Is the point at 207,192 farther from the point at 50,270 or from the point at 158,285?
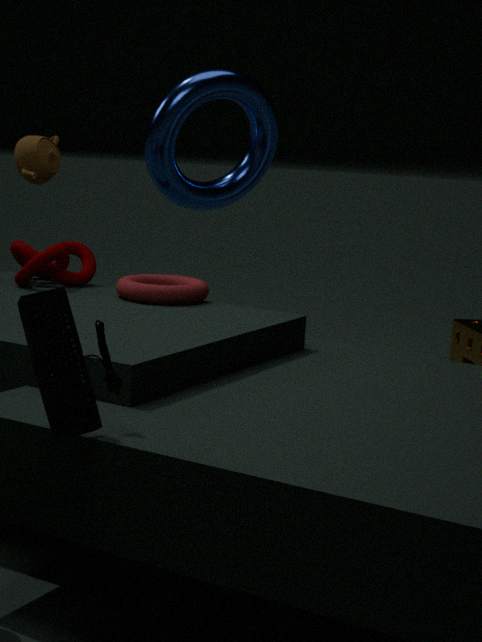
the point at 158,285
